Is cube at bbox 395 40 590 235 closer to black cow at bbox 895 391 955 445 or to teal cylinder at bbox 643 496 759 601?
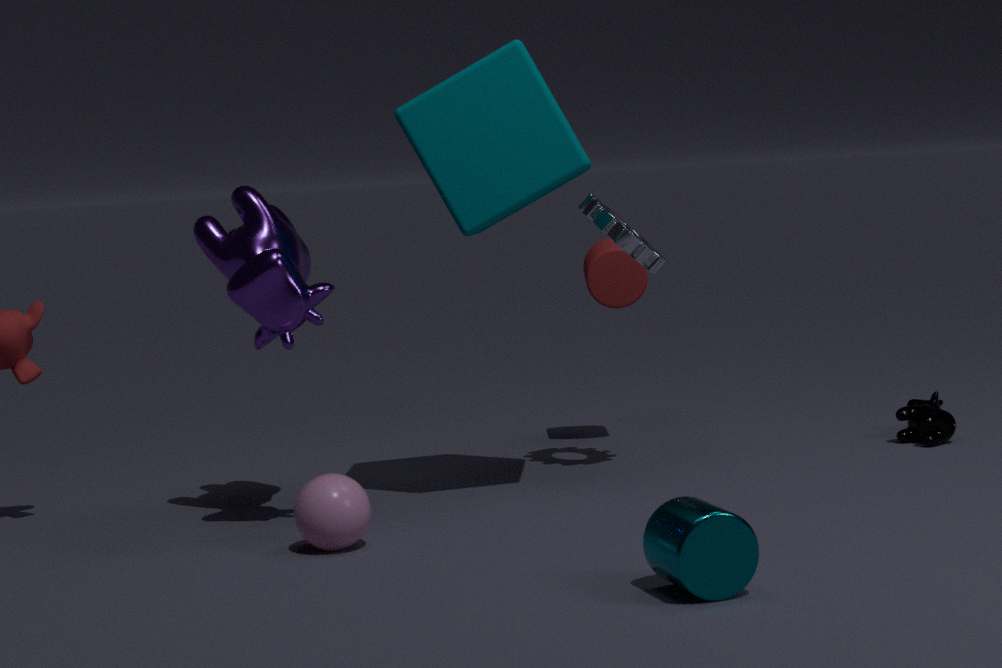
teal cylinder at bbox 643 496 759 601
